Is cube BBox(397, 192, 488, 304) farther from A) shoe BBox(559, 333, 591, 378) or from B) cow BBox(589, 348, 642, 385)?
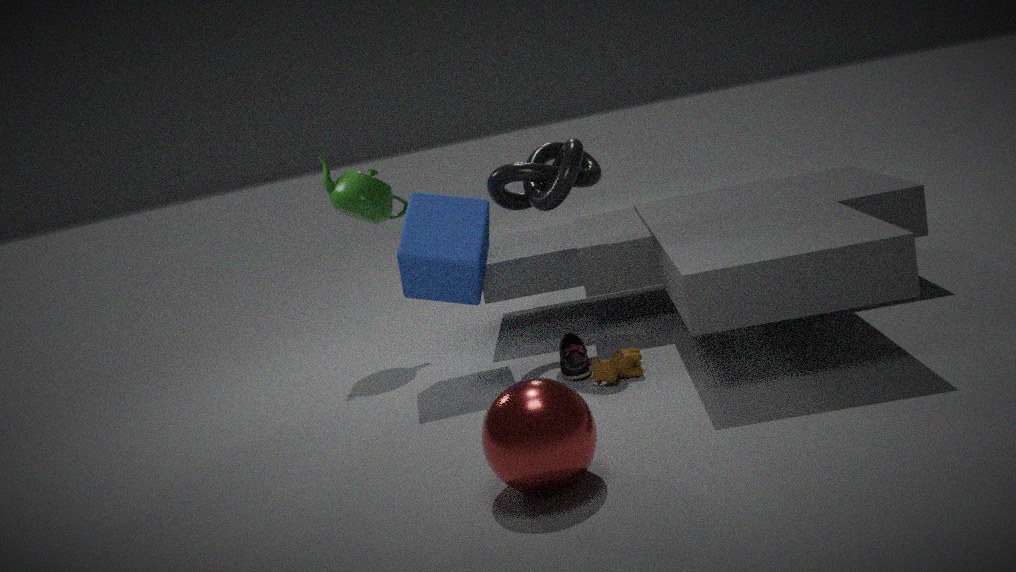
B) cow BBox(589, 348, 642, 385)
